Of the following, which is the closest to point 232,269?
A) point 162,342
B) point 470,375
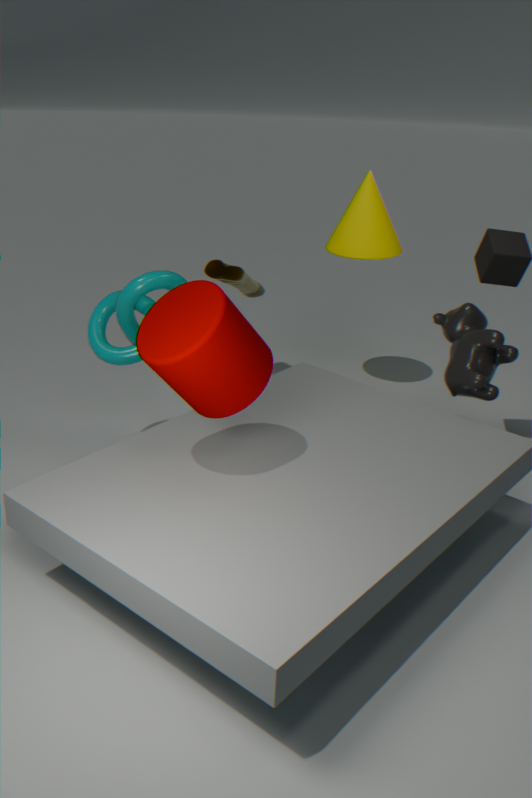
point 470,375
